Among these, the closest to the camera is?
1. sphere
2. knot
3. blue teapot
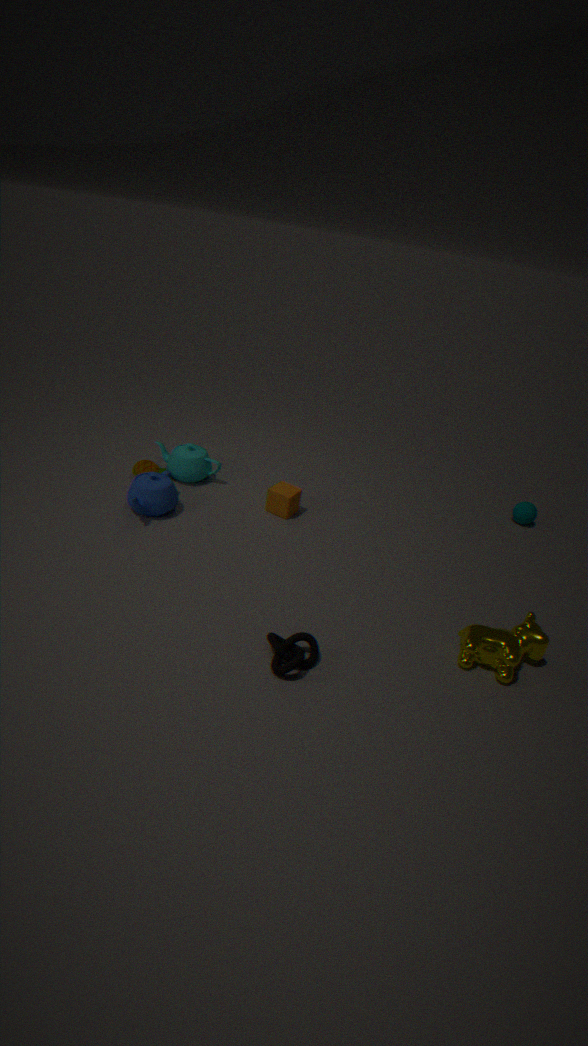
knot
